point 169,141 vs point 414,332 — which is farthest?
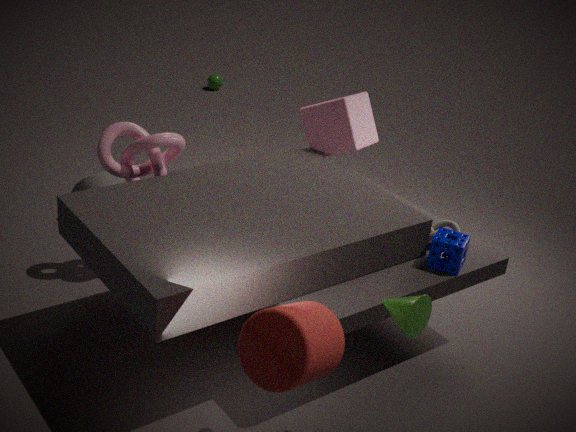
point 169,141
